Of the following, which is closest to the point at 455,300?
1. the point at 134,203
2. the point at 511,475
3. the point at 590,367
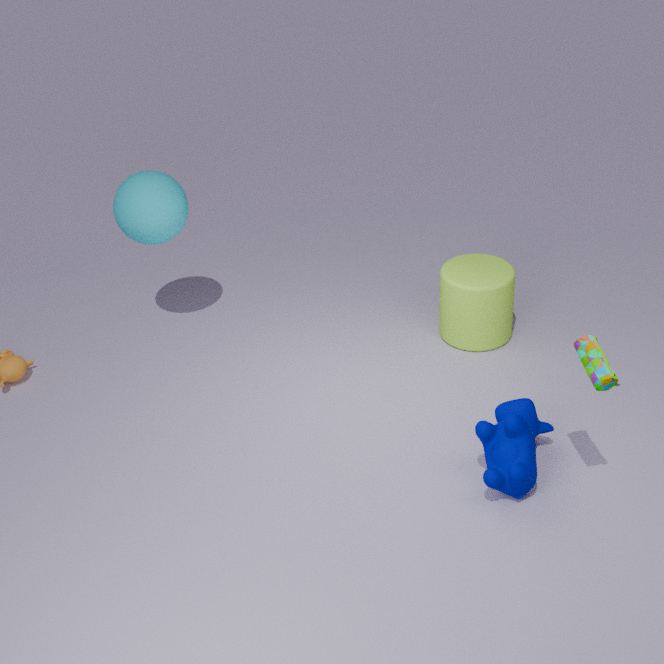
the point at 511,475
